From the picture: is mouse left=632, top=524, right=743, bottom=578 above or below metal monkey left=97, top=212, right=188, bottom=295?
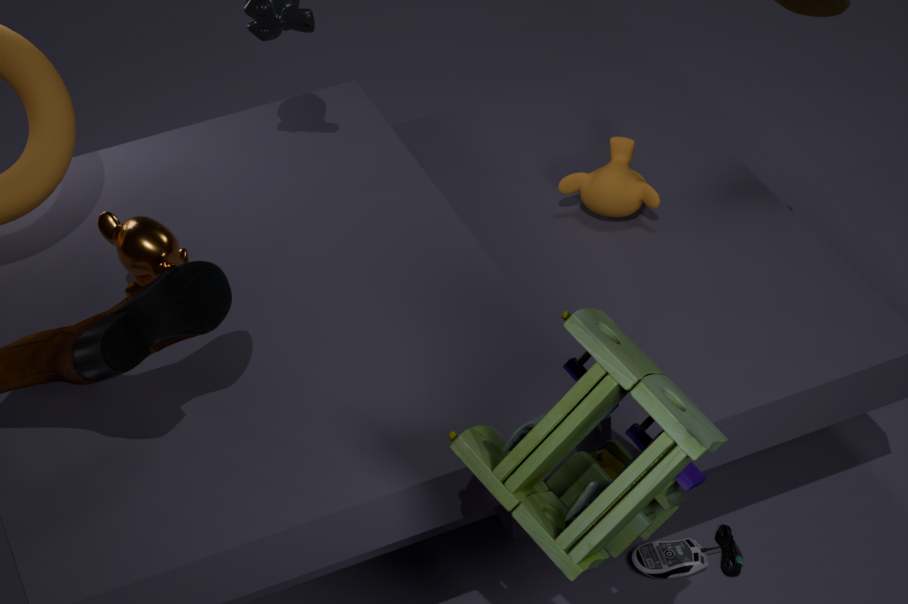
below
